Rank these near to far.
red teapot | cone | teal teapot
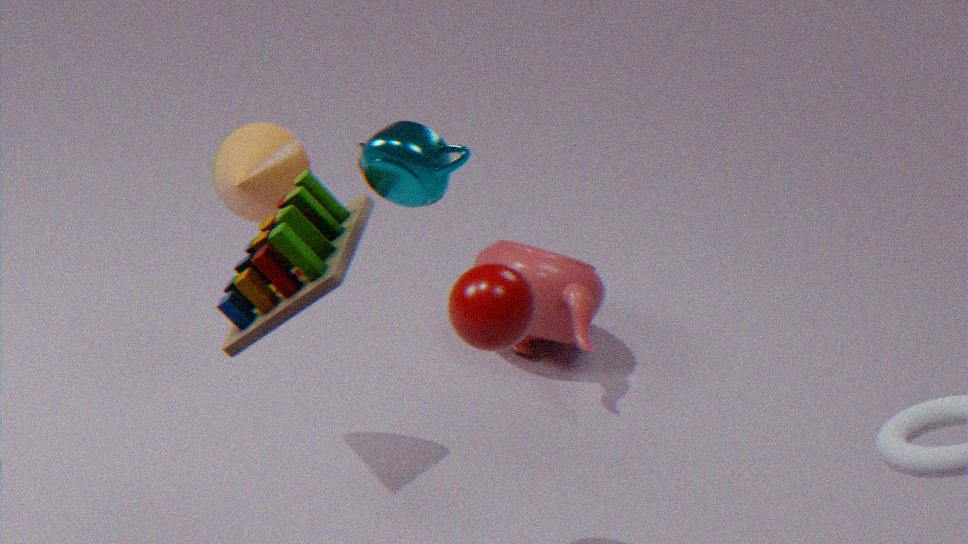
teal teapot → cone → red teapot
